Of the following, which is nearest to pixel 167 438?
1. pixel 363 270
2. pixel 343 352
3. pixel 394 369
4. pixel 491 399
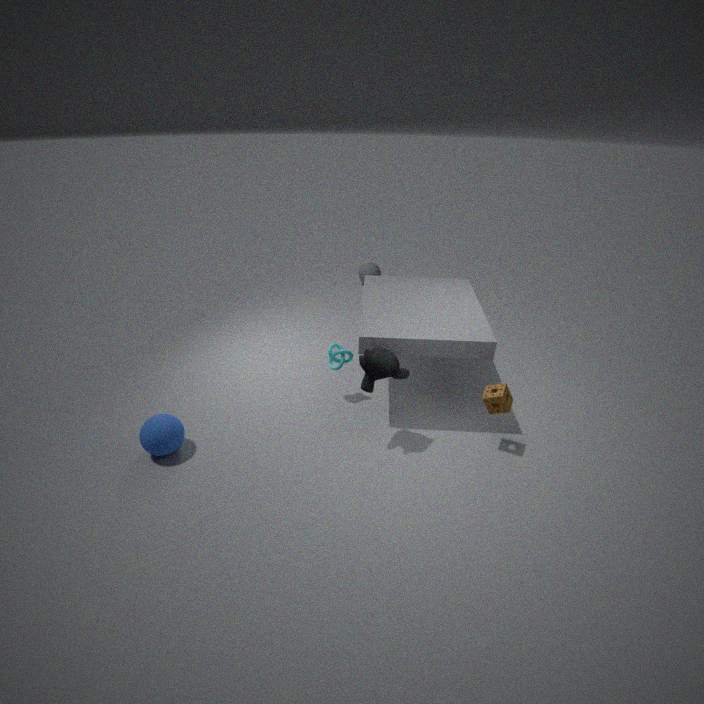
pixel 343 352
